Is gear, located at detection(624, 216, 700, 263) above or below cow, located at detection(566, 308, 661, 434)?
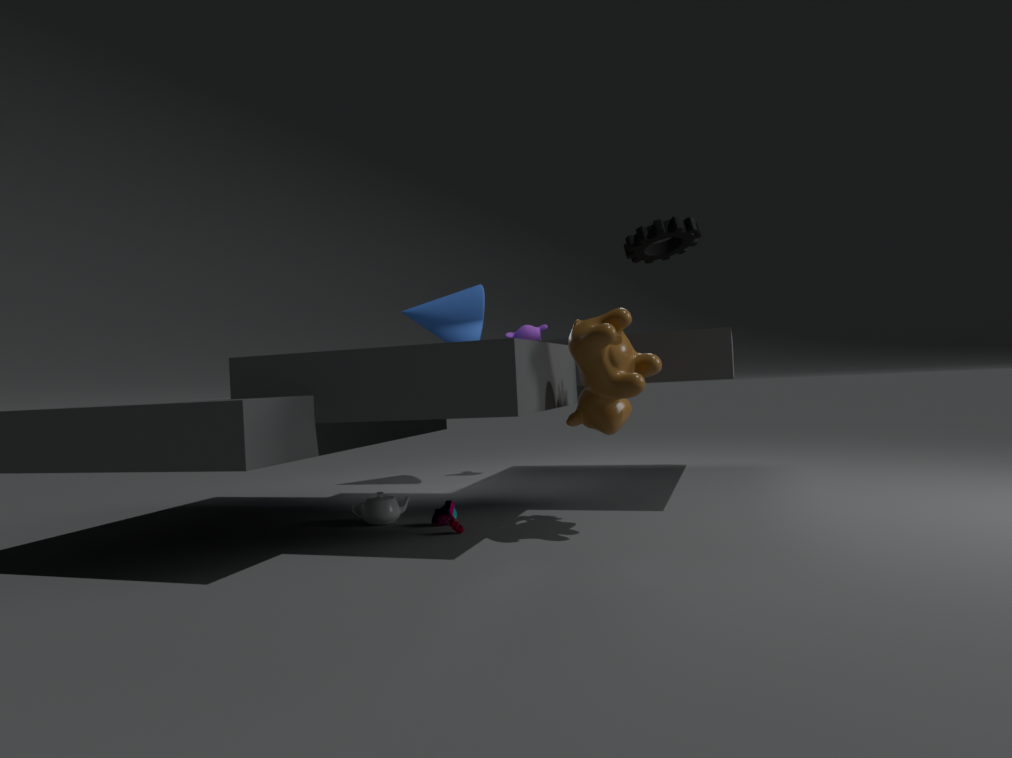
above
